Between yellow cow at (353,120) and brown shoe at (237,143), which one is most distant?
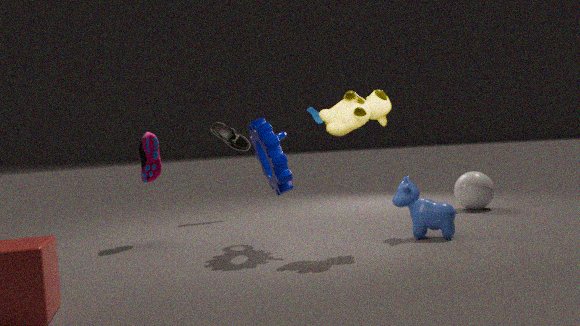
brown shoe at (237,143)
